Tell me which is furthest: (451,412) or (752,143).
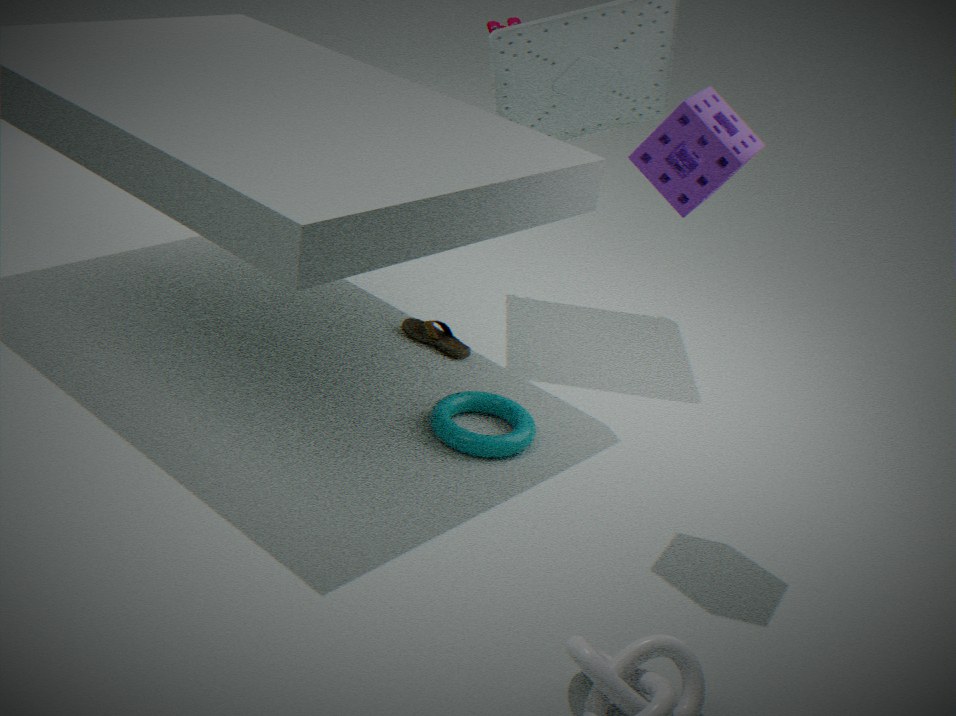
(451,412)
